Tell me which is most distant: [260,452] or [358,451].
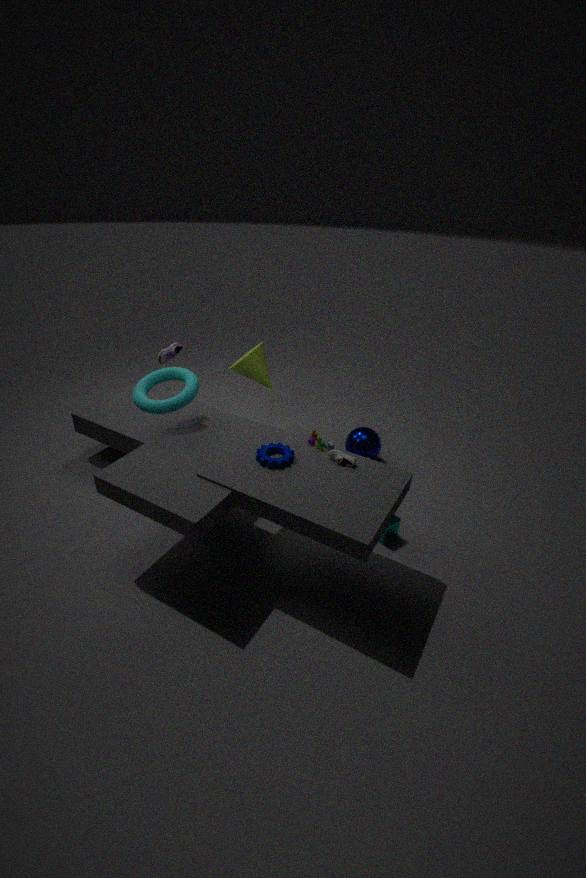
[358,451]
